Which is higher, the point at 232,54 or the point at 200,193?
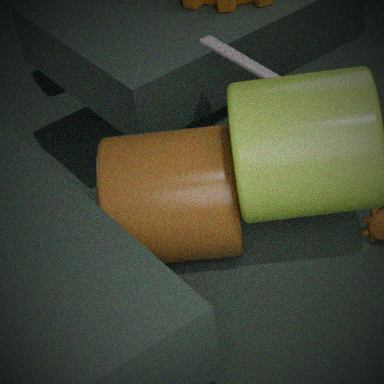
the point at 232,54
